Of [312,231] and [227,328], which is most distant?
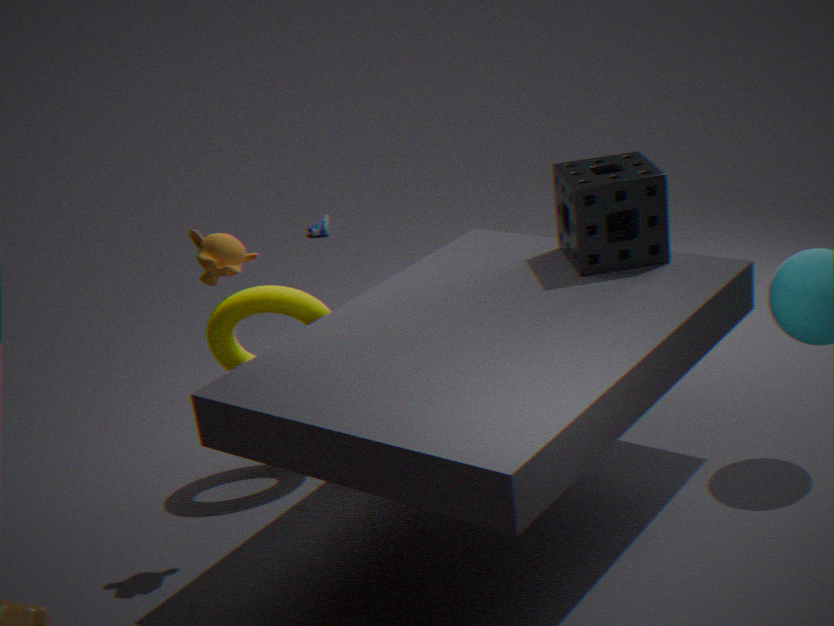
[312,231]
